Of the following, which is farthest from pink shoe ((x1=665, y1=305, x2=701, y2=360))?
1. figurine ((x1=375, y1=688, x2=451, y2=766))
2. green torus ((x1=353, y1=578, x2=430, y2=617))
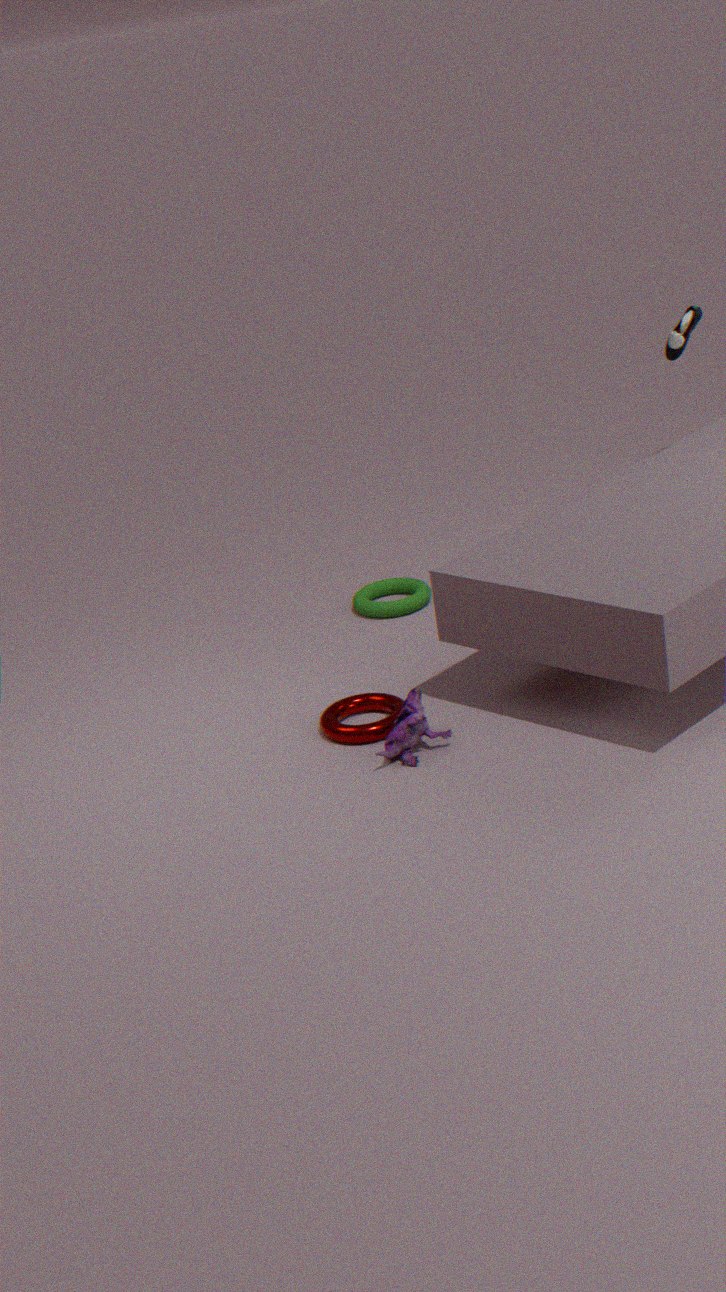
figurine ((x1=375, y1=688, x2=451, y2=766))
